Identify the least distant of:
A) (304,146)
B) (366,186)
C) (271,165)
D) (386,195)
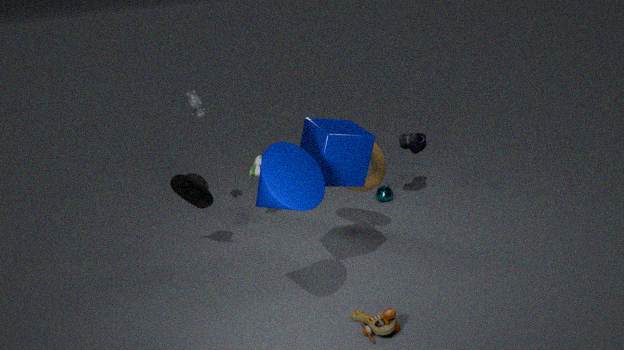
(271,165)
